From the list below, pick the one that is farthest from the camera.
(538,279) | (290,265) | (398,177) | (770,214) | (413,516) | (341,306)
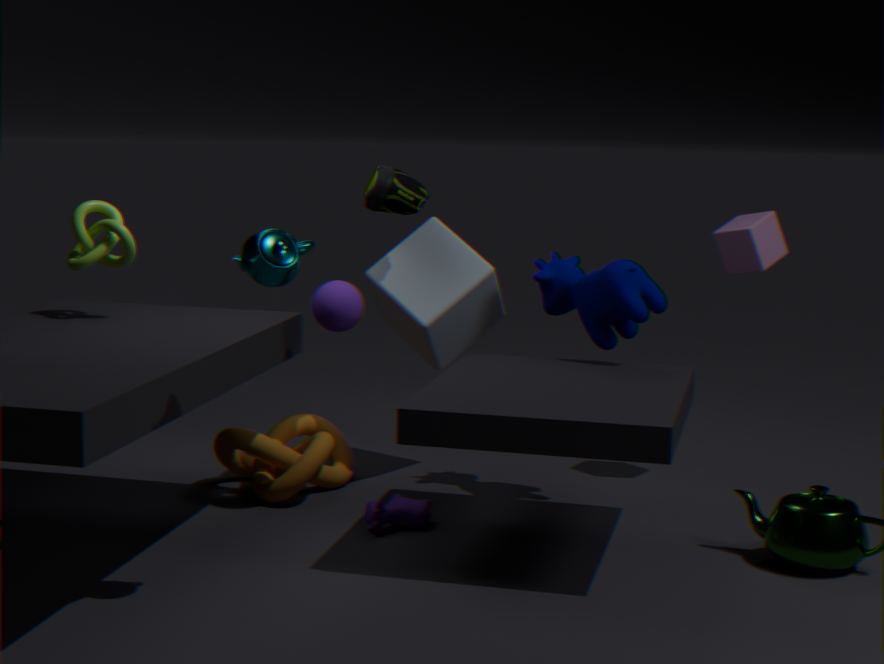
(770,214)
